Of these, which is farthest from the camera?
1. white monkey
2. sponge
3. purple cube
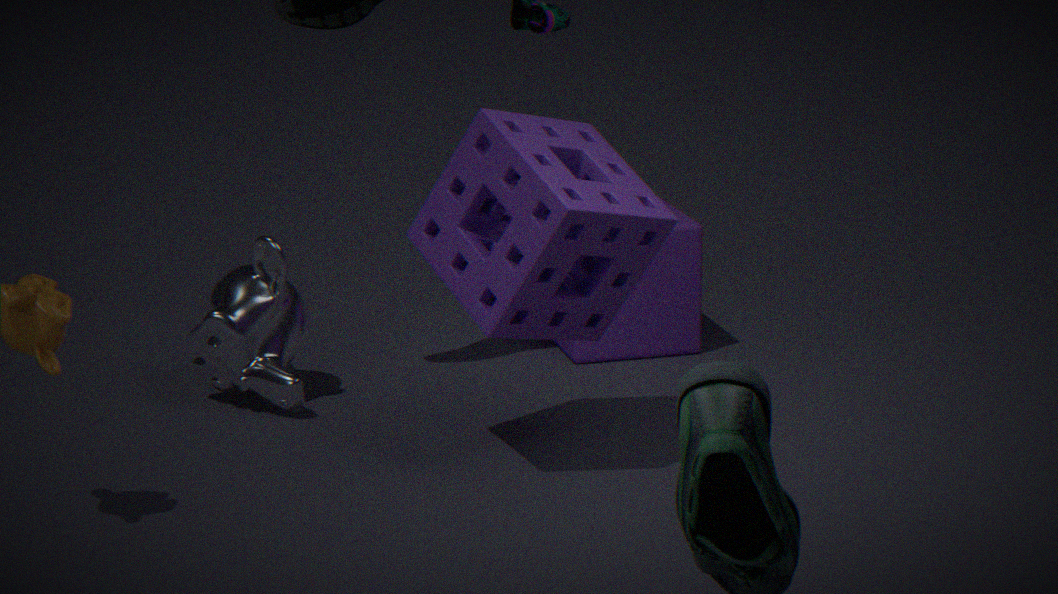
purple cube
